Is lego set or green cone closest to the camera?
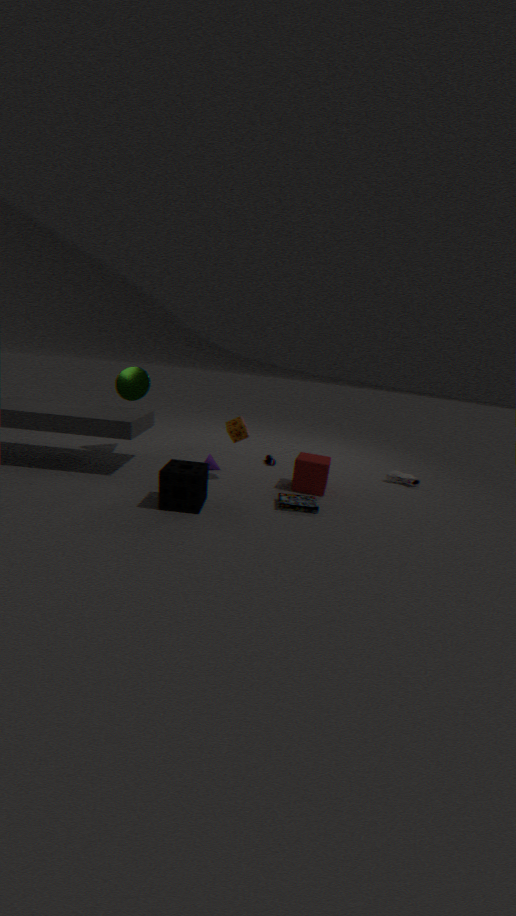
lego set
